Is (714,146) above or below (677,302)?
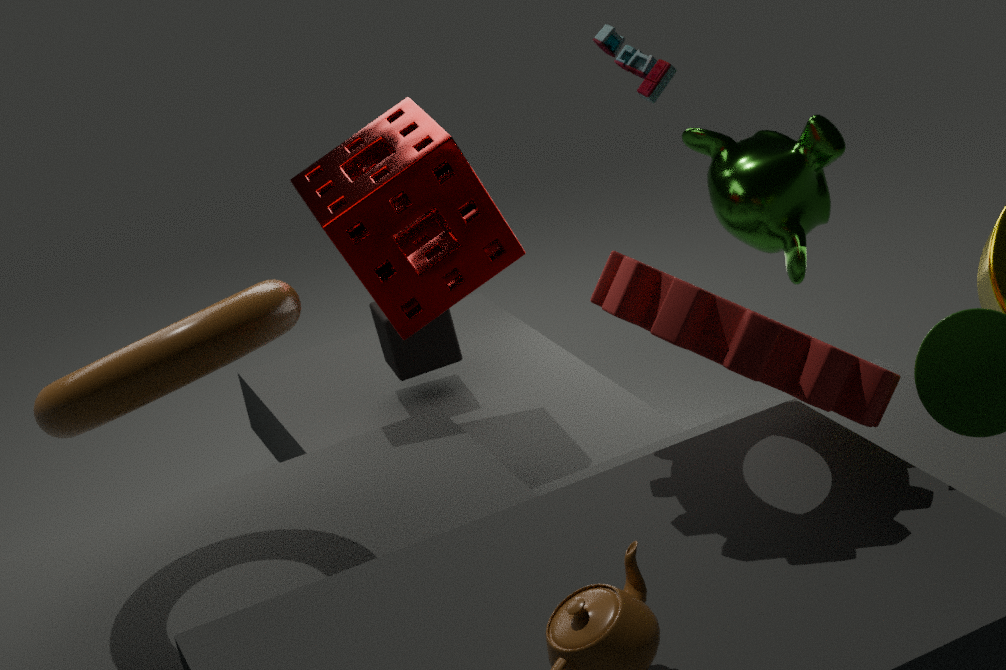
below
